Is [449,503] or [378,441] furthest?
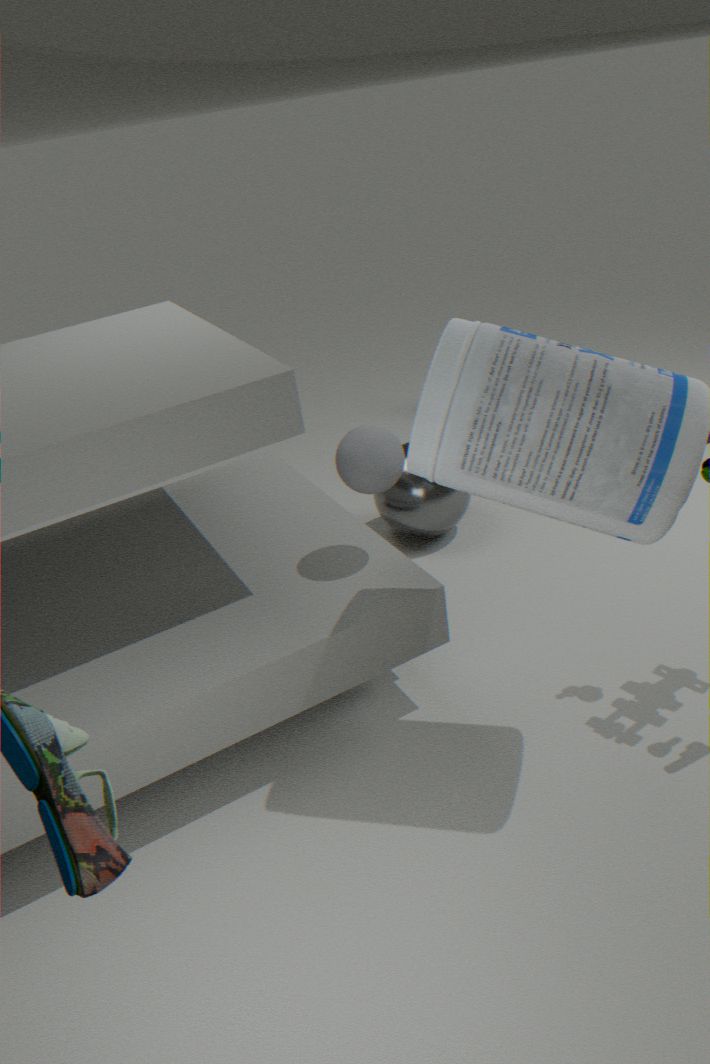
[449,503]
